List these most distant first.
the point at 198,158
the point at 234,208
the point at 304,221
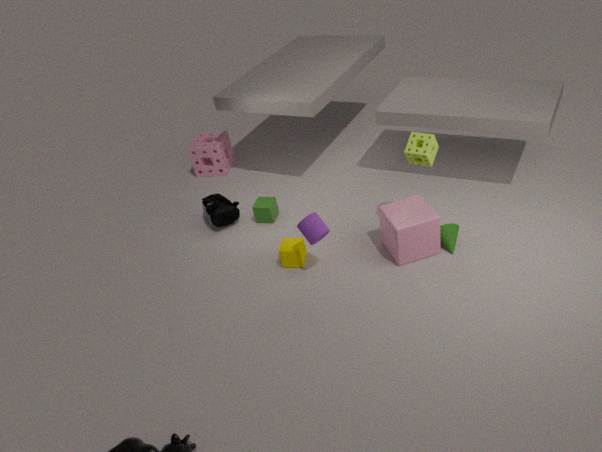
1. the point at 198,158
2. the point at 234,208
3. the point at 304,221
